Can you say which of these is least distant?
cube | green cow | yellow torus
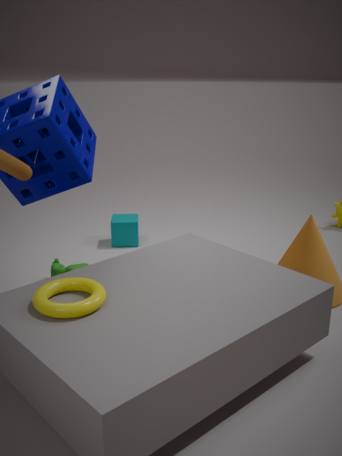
yellow torus
